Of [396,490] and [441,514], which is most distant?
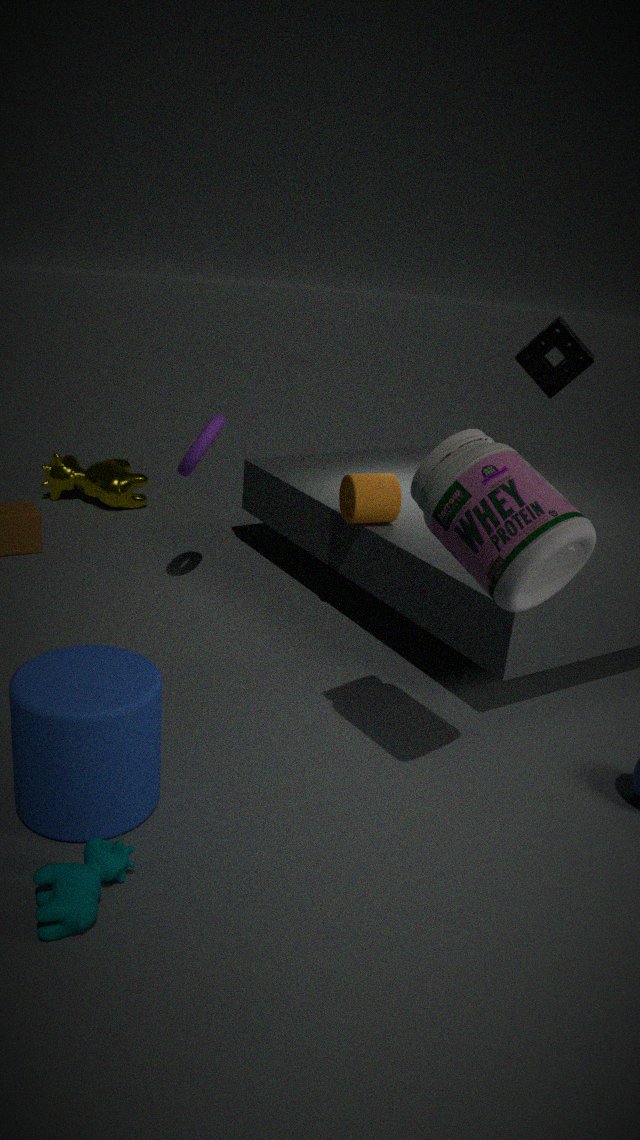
[396,490]
